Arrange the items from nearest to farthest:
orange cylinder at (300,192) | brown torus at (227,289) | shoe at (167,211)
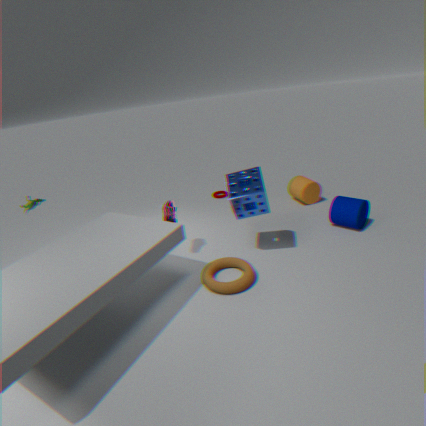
brown torus at (227,289)
shoe at (167,211)
orange cylinder at (300,192)
